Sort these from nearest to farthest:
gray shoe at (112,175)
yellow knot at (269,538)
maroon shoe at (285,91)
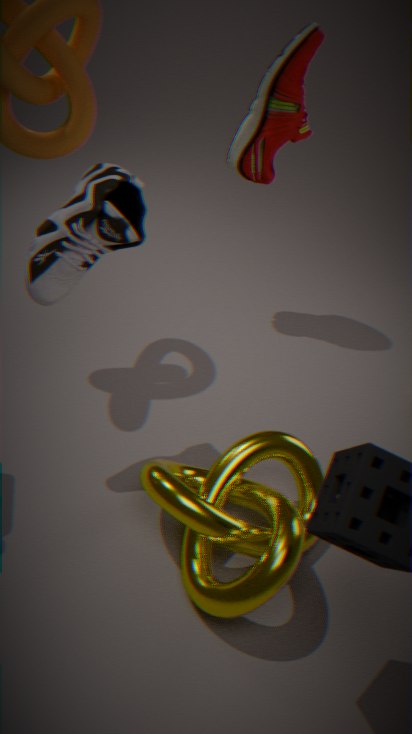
yellow knot at (269,538) → gray shoe at (112,175) → maroon shoe at (285,91)
